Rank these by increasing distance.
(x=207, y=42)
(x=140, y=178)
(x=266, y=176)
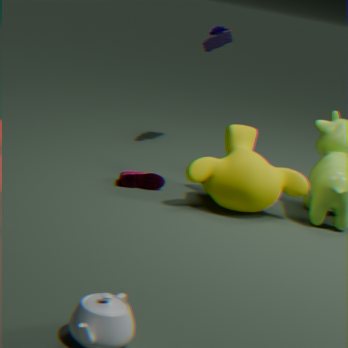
(x=266, y=176) → (x=140, y=178) → (x=207, y=42)
